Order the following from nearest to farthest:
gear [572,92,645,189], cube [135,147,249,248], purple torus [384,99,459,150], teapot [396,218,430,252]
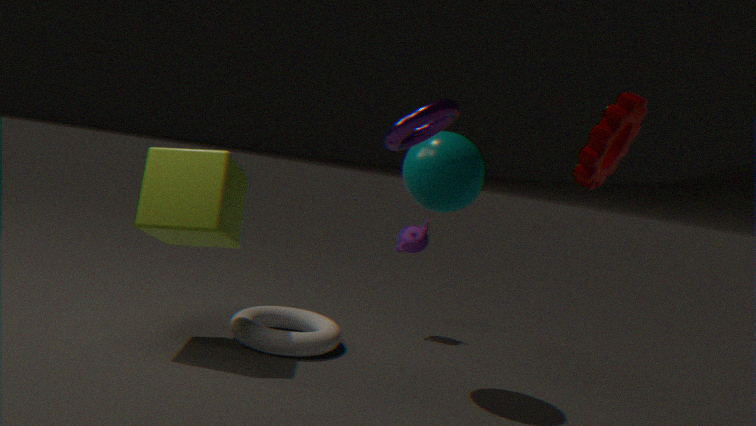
gear [572,92,645,189] → purple torus [384,99,459,150] → cube [135,147,249,248] → teapot [396,218,430,252]
